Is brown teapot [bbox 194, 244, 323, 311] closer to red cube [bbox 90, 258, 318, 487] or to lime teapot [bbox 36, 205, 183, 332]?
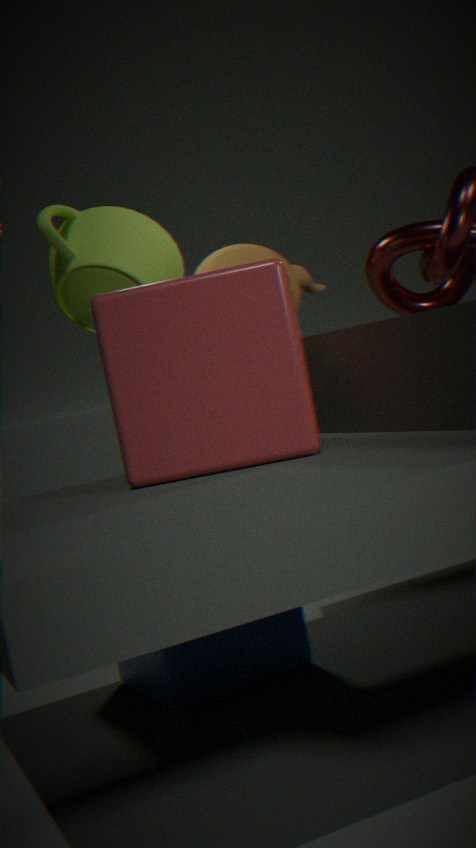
lime teapot [bbox 36, 205, 183, 332]
